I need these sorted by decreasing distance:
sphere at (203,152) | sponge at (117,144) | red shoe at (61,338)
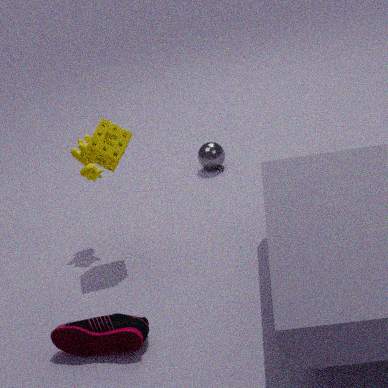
sphere at (203,152) < sponge at (117,144) < red shoe at (61,338)
